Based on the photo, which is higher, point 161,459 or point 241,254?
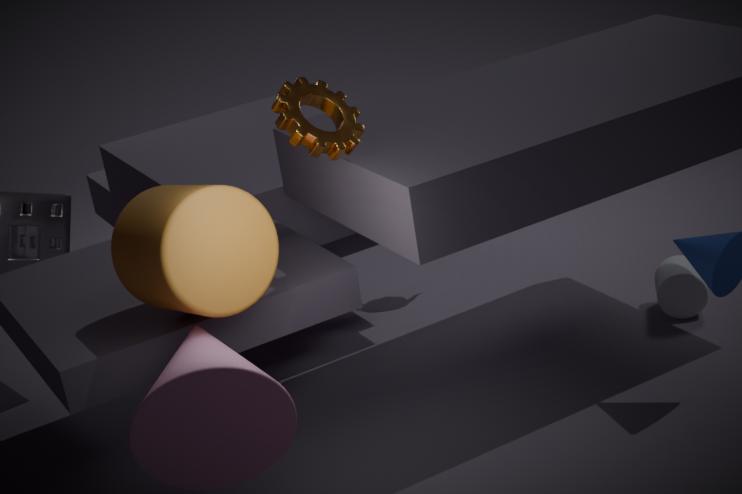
point 241,254
